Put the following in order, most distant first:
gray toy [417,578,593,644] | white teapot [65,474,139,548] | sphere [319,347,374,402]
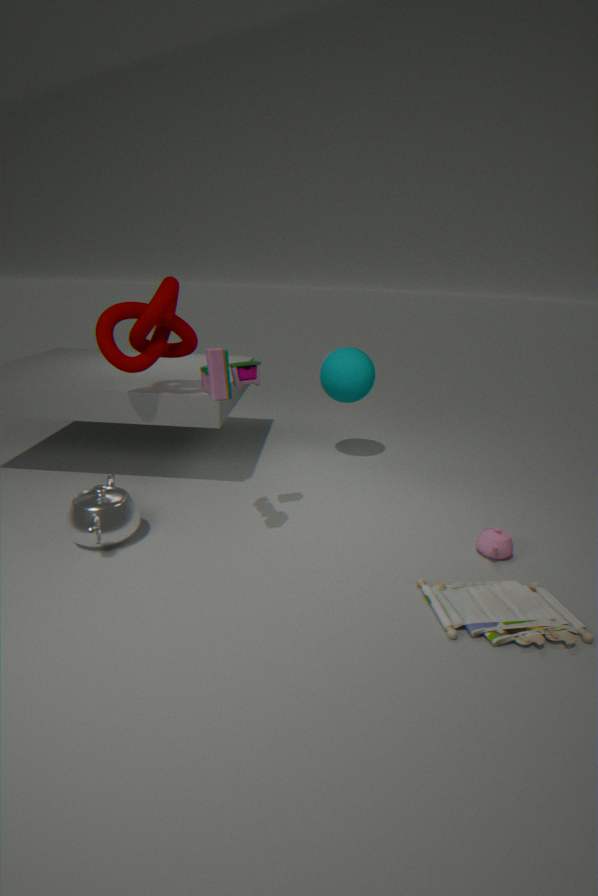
sphere [319,347,374,402] < white teapot [65,474,139,548] < gray toy [417,578,593,644]
